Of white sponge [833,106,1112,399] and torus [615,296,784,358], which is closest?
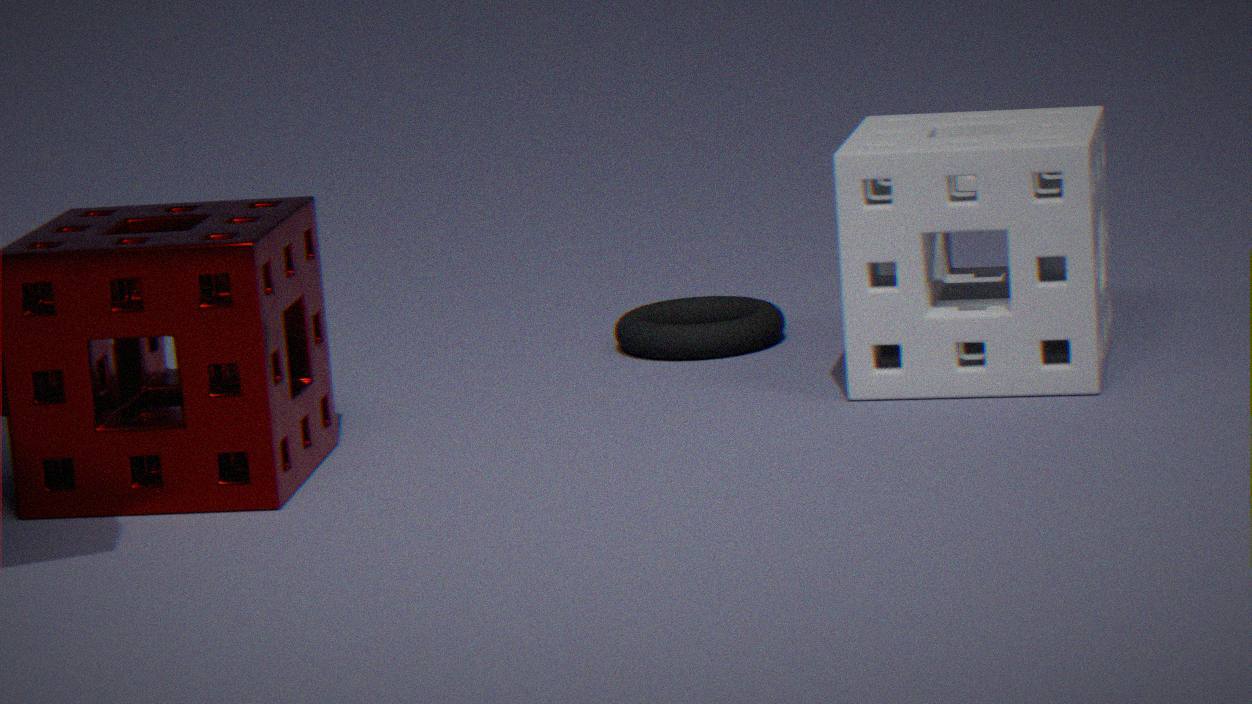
white sponge [833,106,1112,399]
